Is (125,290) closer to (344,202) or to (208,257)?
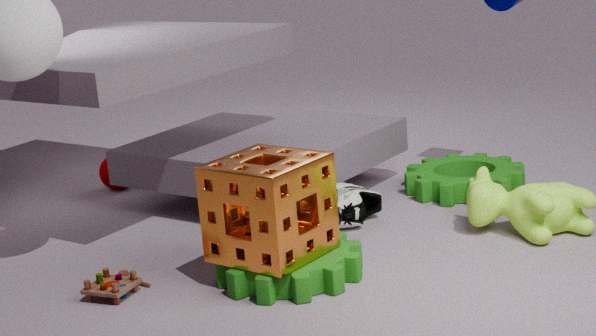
(208,257)
